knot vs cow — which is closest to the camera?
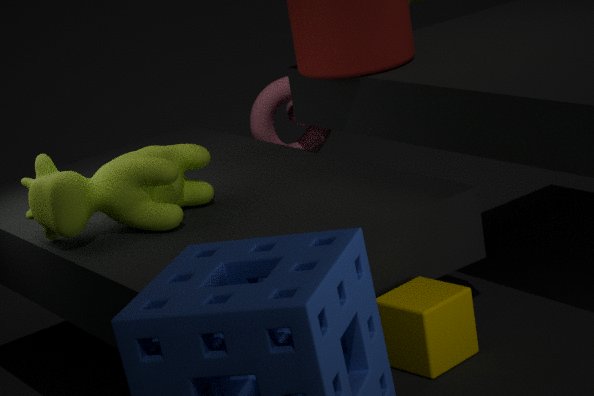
cow
